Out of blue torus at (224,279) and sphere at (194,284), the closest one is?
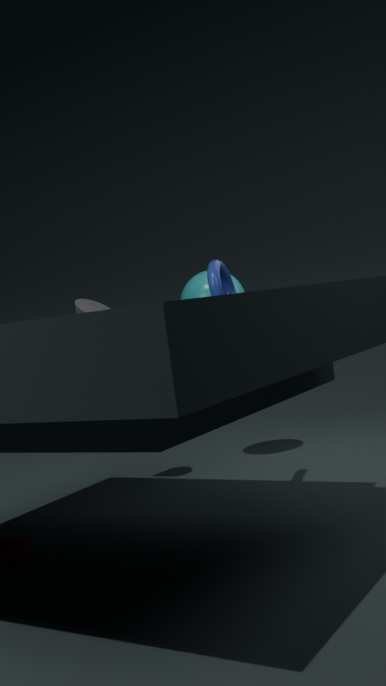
blue torus at (224,279)
